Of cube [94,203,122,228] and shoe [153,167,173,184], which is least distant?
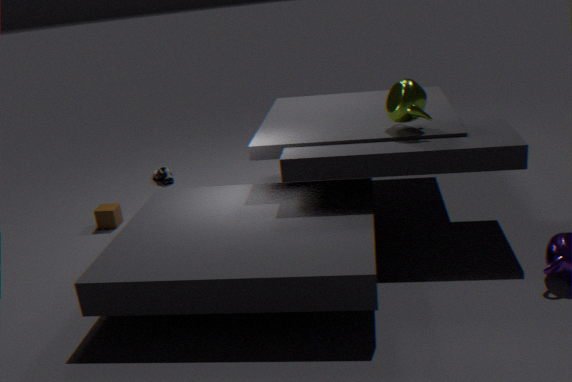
cube [94,203,122,228]
